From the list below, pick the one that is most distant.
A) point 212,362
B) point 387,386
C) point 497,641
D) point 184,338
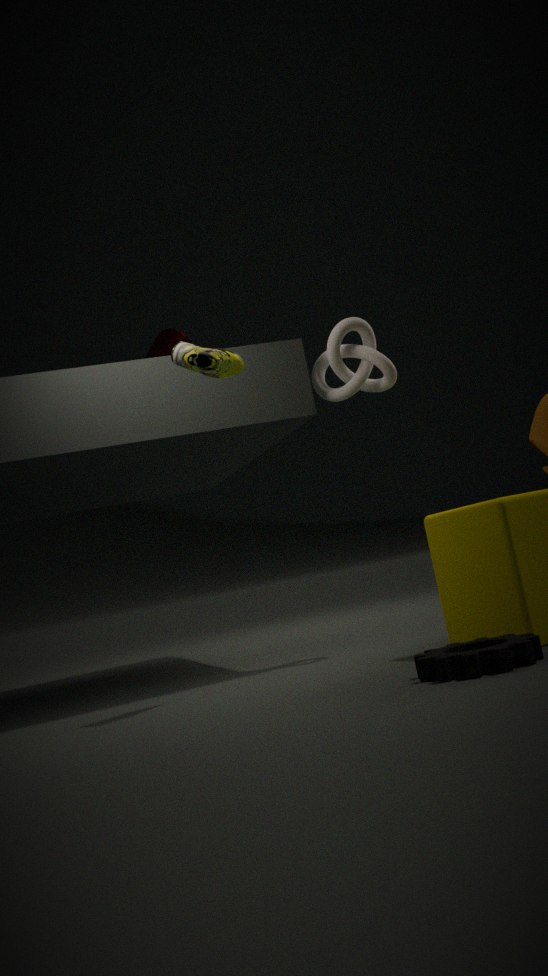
point 184,338
